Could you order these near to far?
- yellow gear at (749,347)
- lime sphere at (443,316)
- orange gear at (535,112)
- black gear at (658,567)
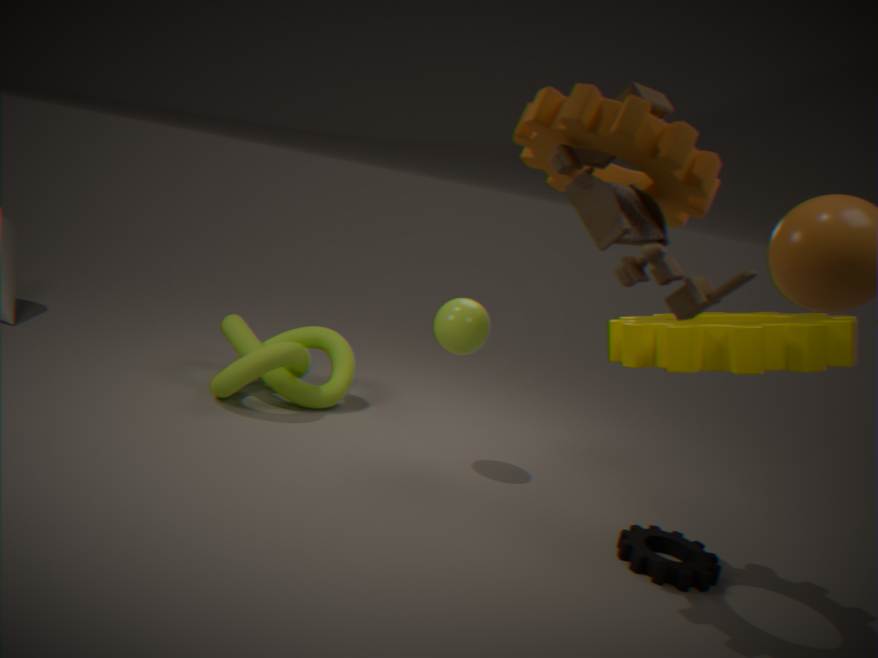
orange gear at (535,112), yellow gear at (749,347), black gear at (658,567), lime sphere at (443,316)
